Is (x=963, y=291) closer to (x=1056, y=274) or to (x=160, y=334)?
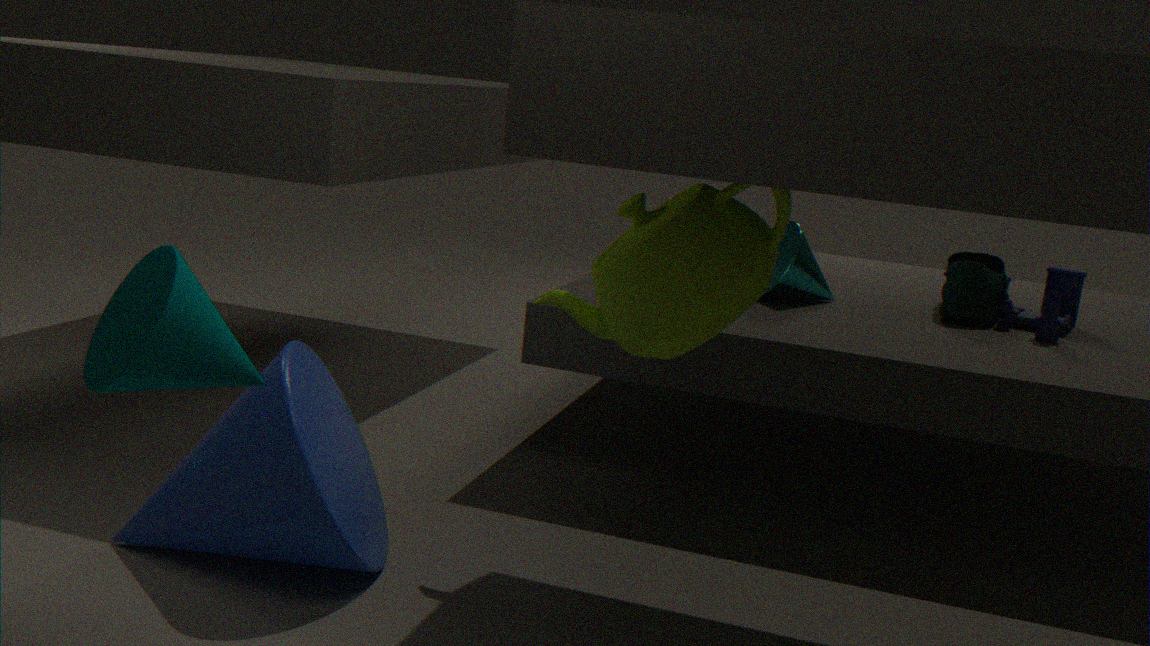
(x=1056, y=274)
